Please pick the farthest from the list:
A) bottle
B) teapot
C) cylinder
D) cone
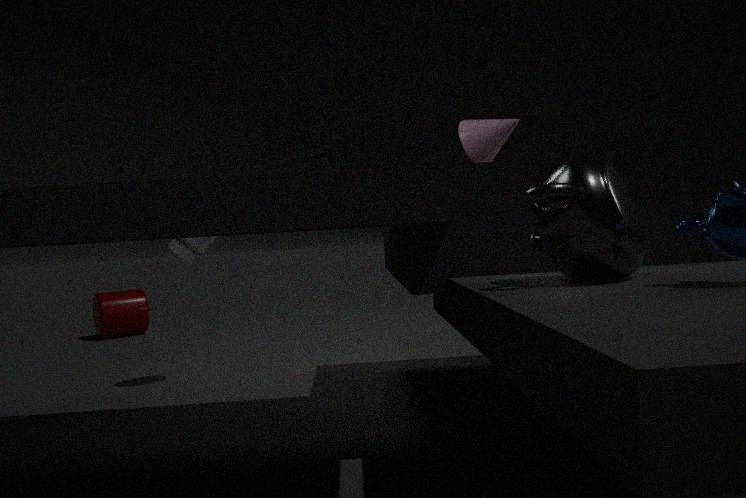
cylinder
